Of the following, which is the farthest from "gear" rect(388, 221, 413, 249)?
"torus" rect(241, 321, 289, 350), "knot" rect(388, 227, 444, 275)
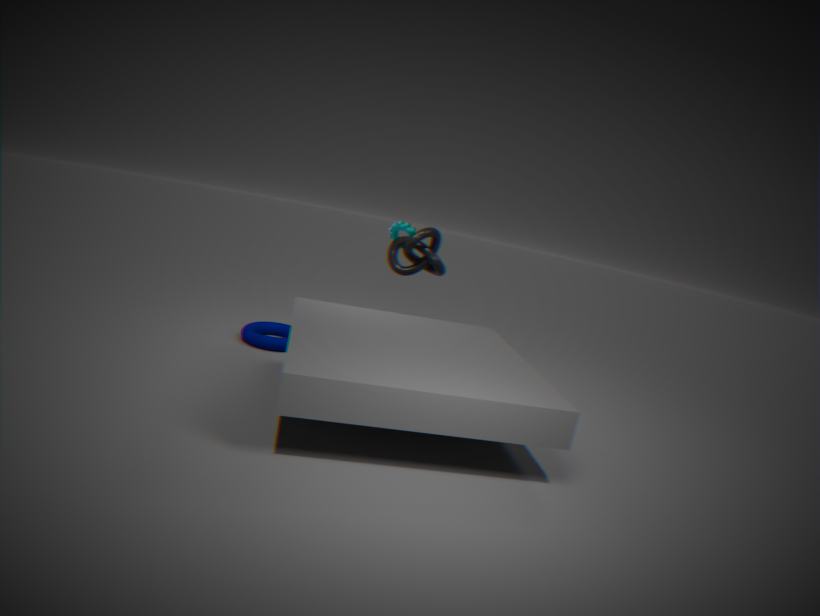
"torus" rect(241, 321, 289, 350)
